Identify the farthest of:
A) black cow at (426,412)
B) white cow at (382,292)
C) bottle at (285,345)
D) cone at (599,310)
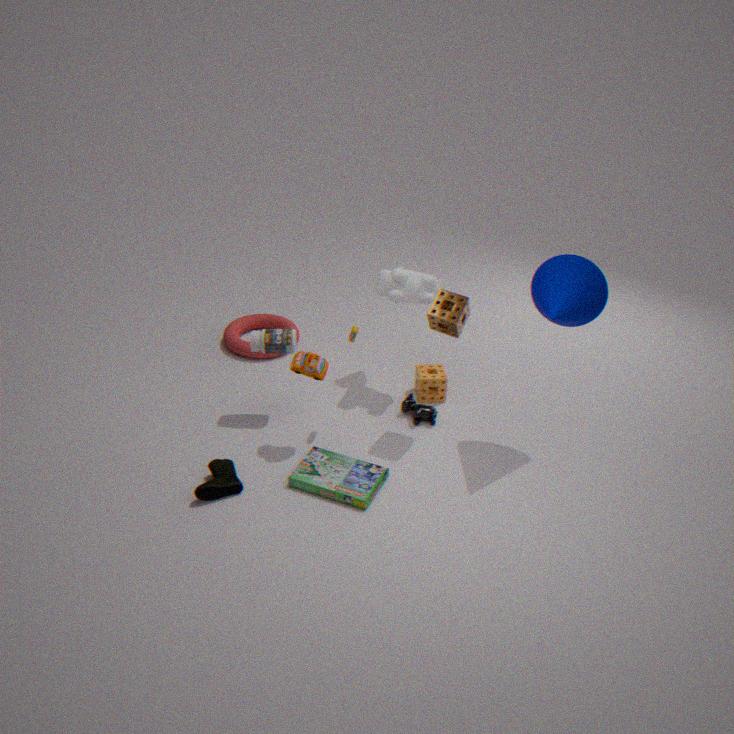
black cow at (426,412)
